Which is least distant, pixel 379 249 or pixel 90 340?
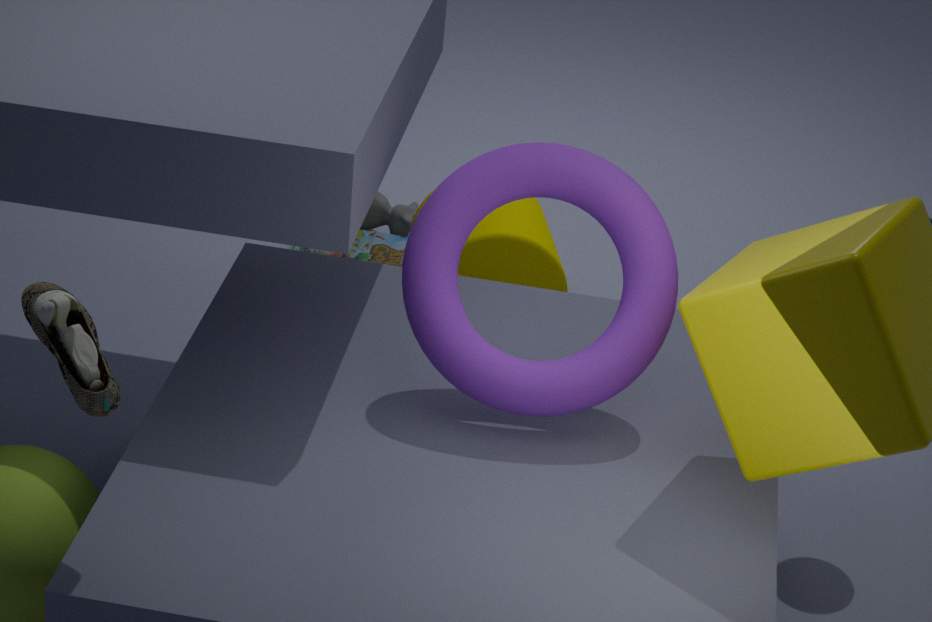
pixel 90 340
